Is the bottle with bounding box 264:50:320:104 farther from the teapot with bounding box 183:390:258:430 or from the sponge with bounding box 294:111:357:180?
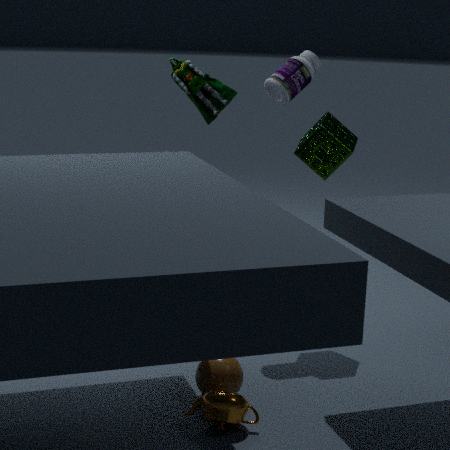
the teapot with bounding box 183:390:258:430
